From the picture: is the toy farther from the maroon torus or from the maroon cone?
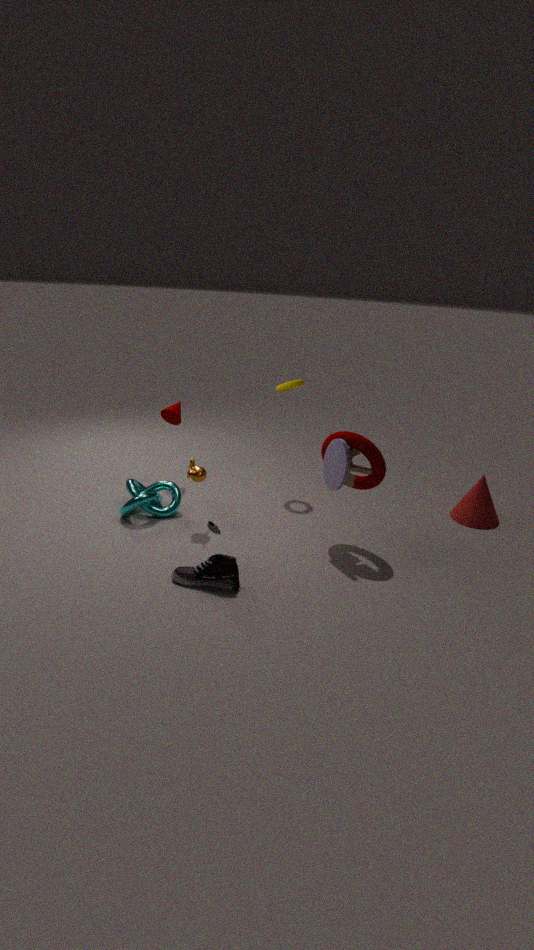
the maroon cone
